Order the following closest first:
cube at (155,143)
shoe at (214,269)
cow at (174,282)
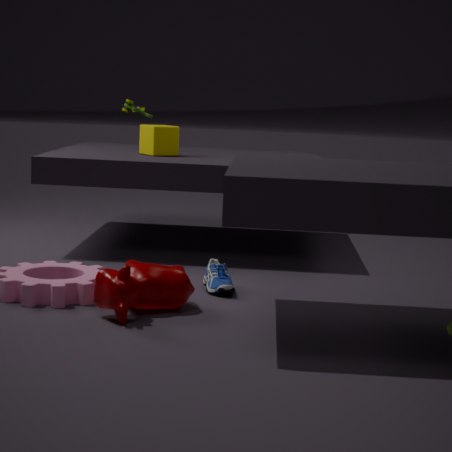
cow at (174,282)
shoe at (214,269)
cube at (155,143)
